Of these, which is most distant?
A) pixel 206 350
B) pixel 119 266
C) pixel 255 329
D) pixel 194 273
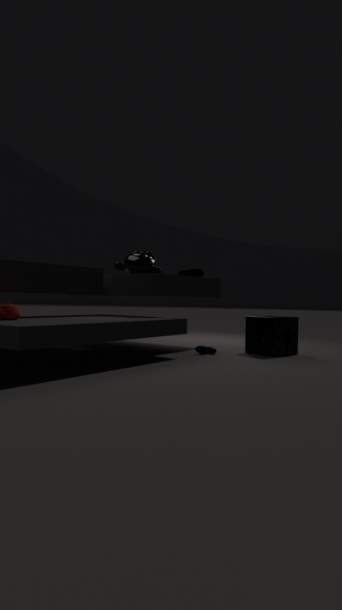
pixel 194 273
